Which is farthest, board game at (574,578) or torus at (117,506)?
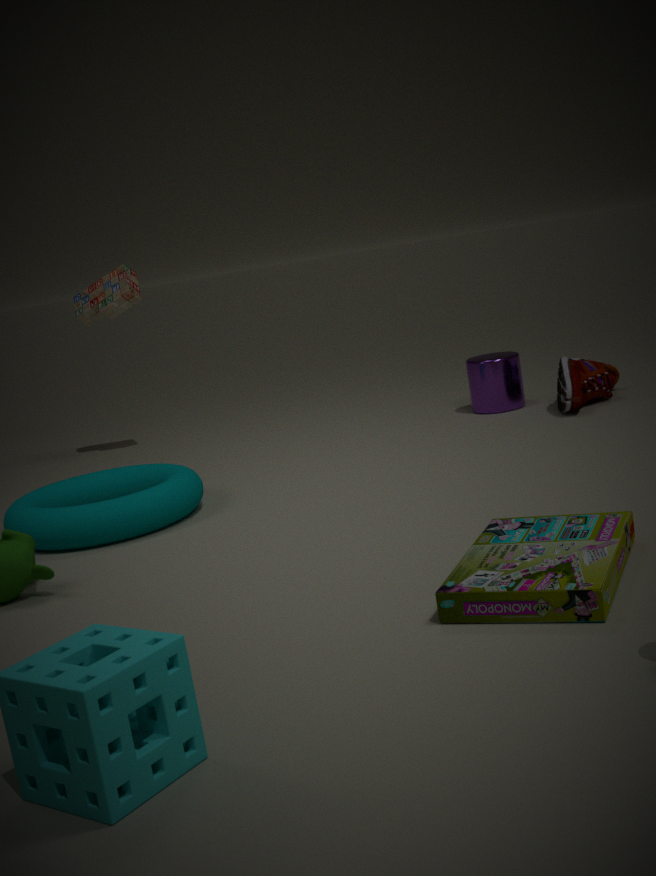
torus at (117,506)
